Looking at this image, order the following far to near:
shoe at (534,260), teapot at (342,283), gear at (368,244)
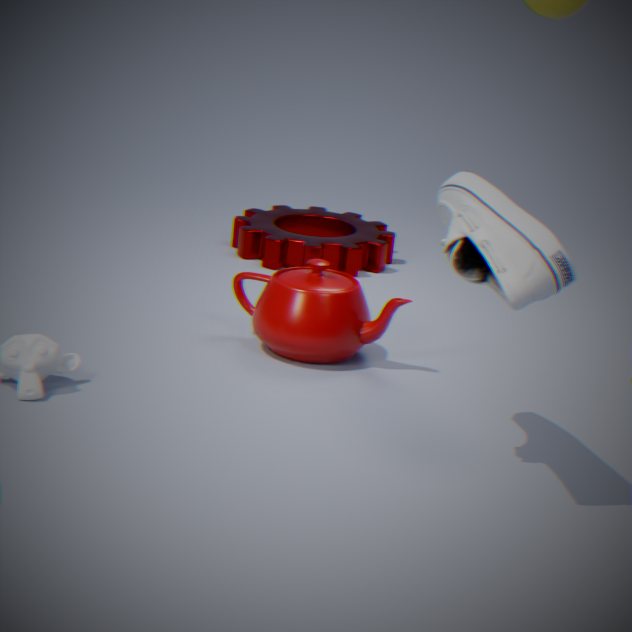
gear at (368,244) < teapot at (342,283) < shoe at (534,260)
